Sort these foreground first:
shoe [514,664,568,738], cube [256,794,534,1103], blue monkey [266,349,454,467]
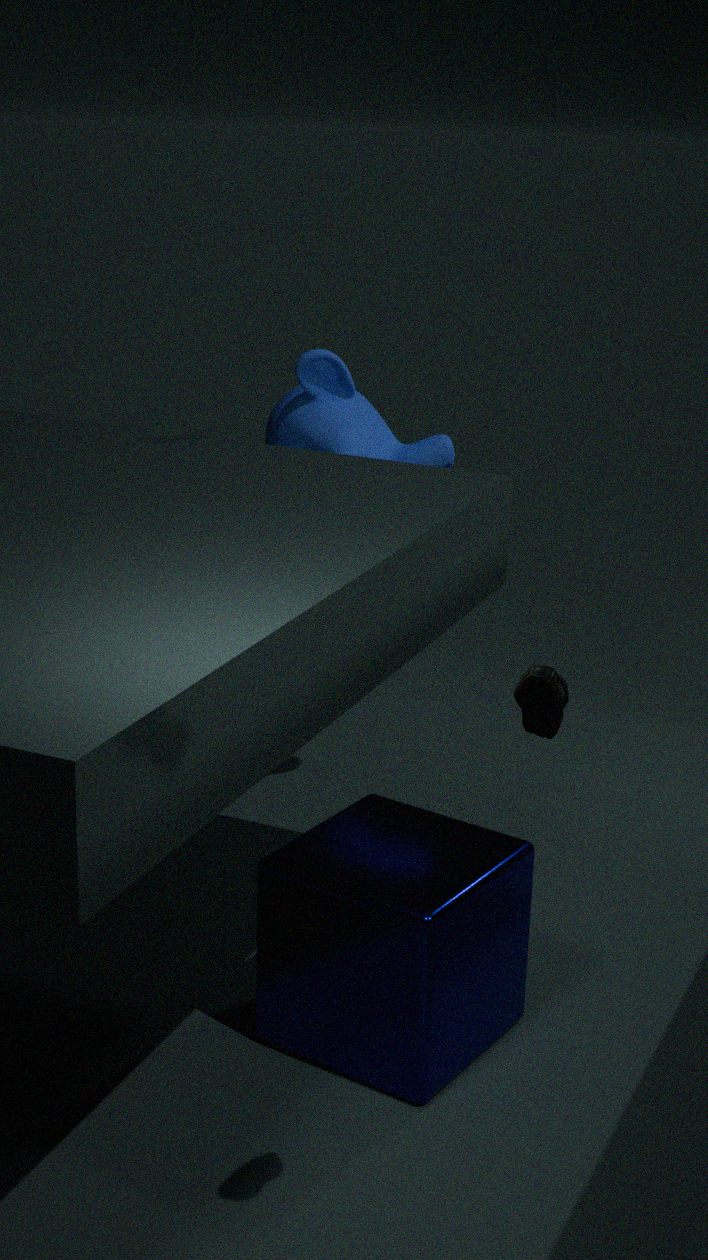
shoe [514,664,568,738]
cube [256,794,534,1103]
blue monkey [266,349,454,467]
